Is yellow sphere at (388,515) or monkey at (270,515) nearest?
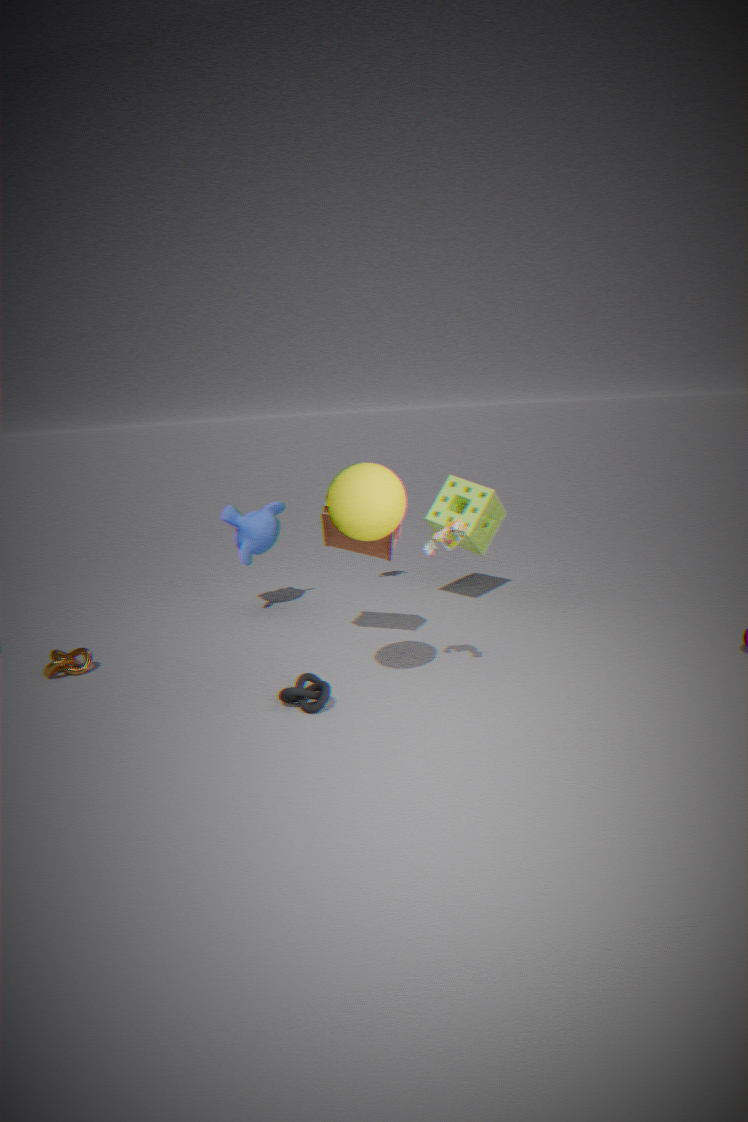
yellow sphere at (388,515)
